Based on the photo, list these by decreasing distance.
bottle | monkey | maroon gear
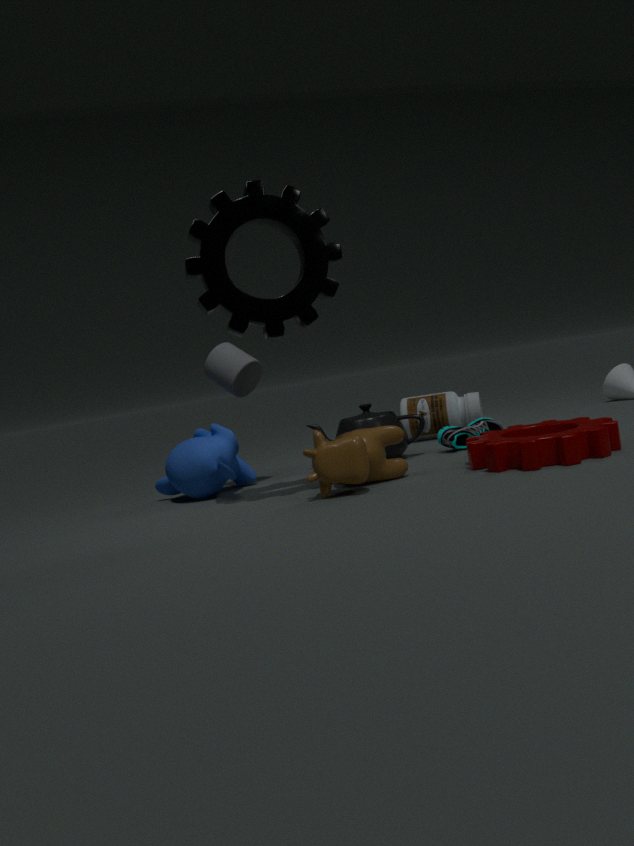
bottle
monkey
maroon gear
